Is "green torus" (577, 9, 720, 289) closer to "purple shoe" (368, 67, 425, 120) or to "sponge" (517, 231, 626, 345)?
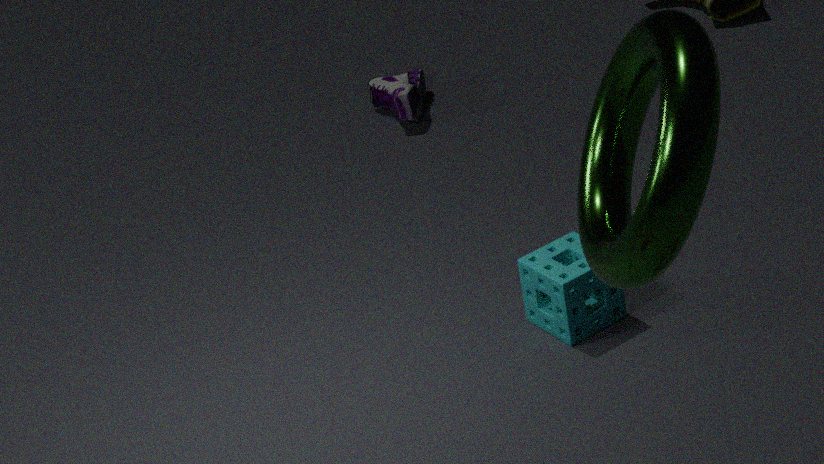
"sponge" (517, 231, 626, 345)
